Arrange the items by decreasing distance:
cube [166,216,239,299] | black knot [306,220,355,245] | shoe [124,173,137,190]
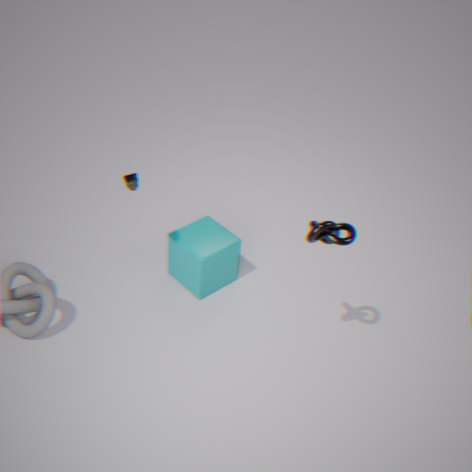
1. cube [166,216,239,299]
2. shoe [124,173,137,190]
3. black knot [306,220,355,245]
